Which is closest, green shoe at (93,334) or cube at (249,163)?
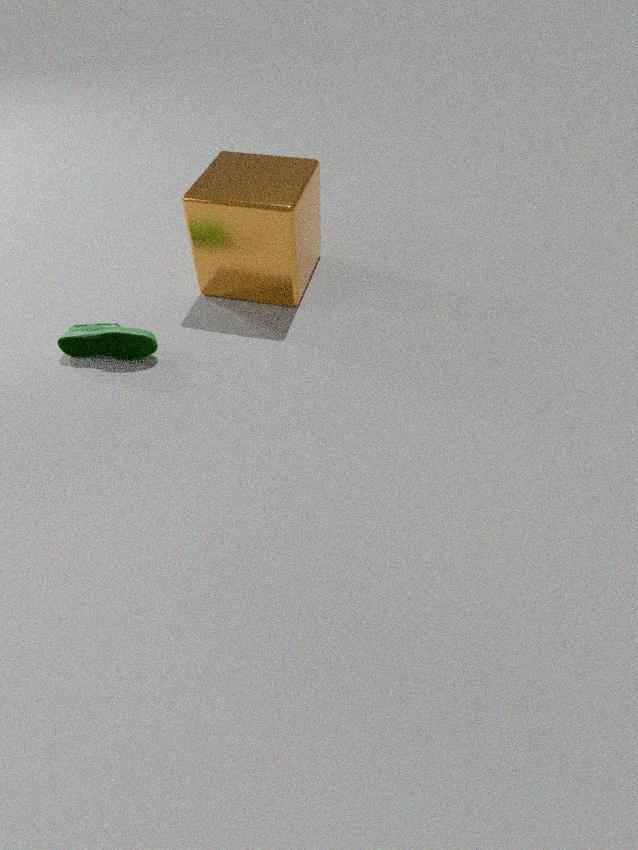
green shoe at (93,334)
